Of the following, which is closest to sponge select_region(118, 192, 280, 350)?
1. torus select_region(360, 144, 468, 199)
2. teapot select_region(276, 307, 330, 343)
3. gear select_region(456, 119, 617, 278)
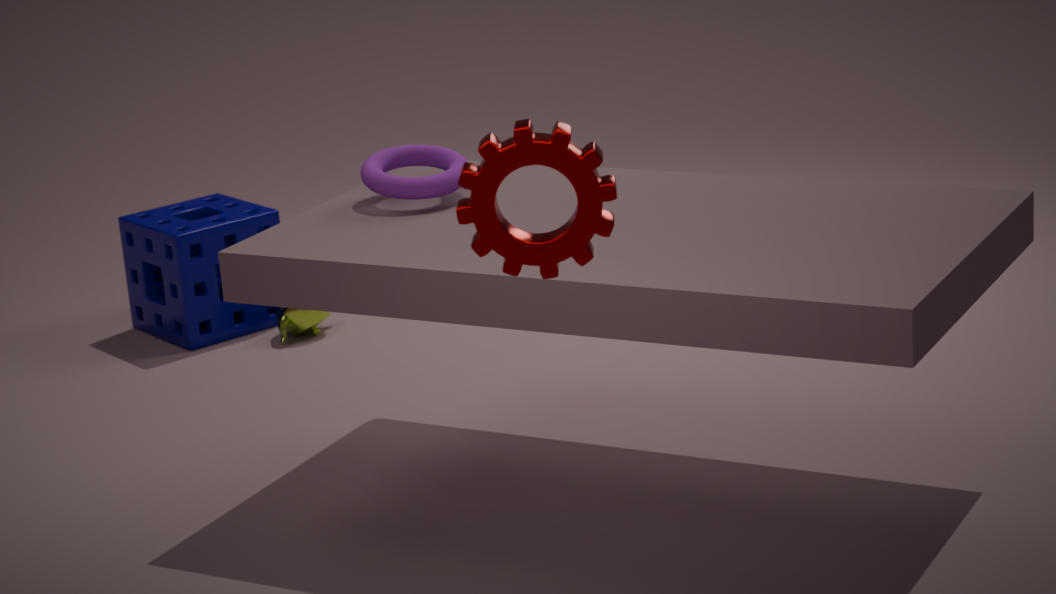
teapot select_region(276, 307, 330, 343)
